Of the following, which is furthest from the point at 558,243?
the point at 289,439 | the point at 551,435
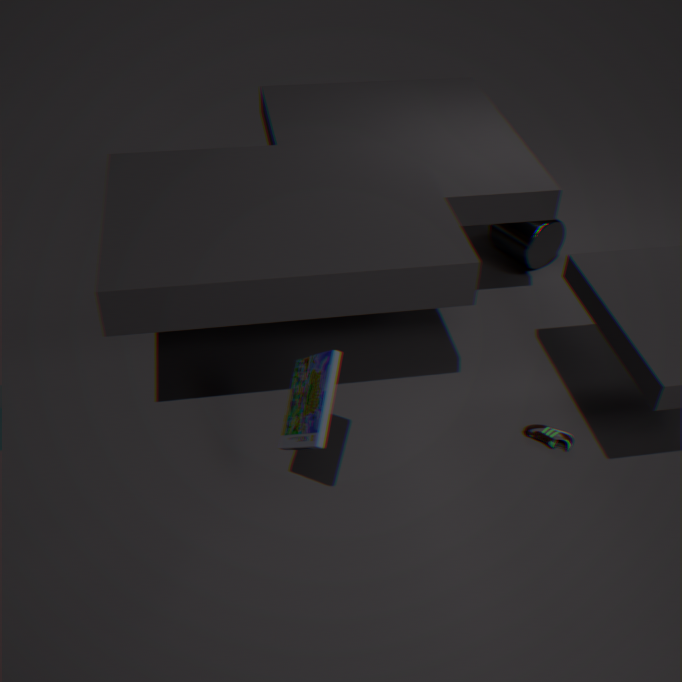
the point at 289,439
